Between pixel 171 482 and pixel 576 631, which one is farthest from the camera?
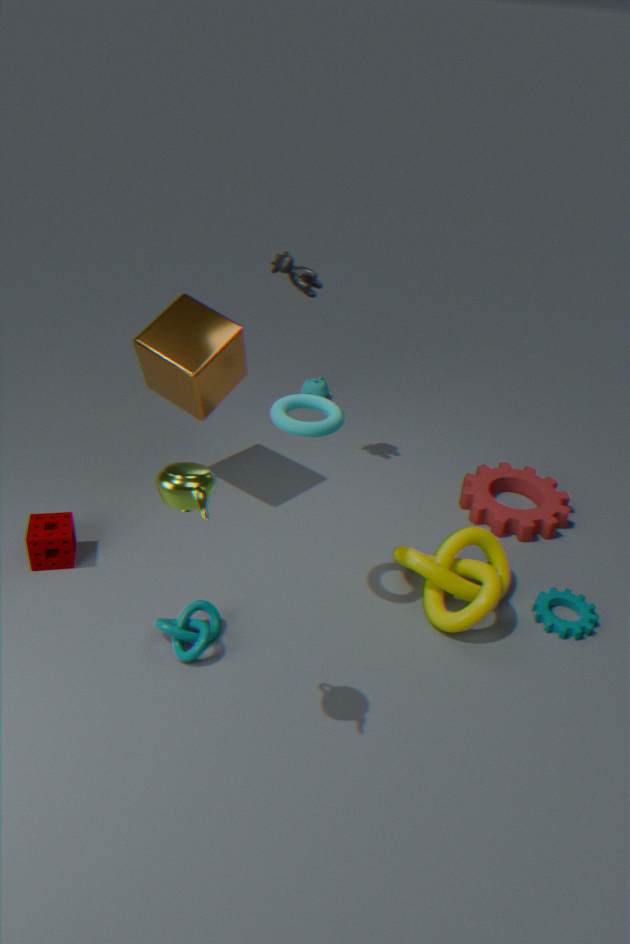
pixel 576 631
